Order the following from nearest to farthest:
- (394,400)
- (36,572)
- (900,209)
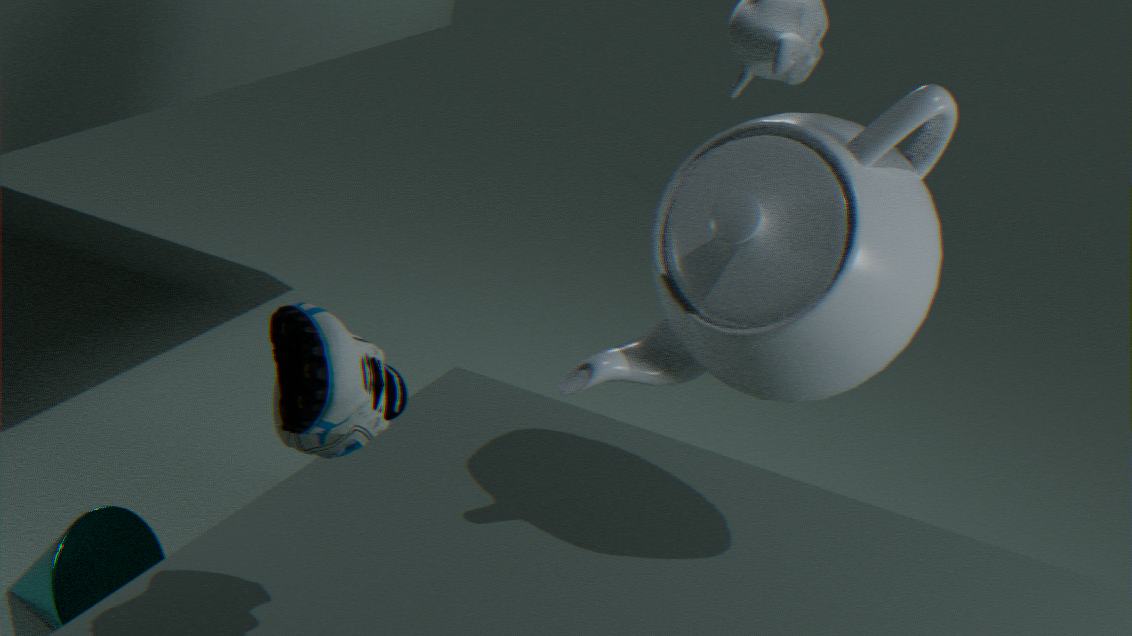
(394,400)
(900,209)
(36,572)
